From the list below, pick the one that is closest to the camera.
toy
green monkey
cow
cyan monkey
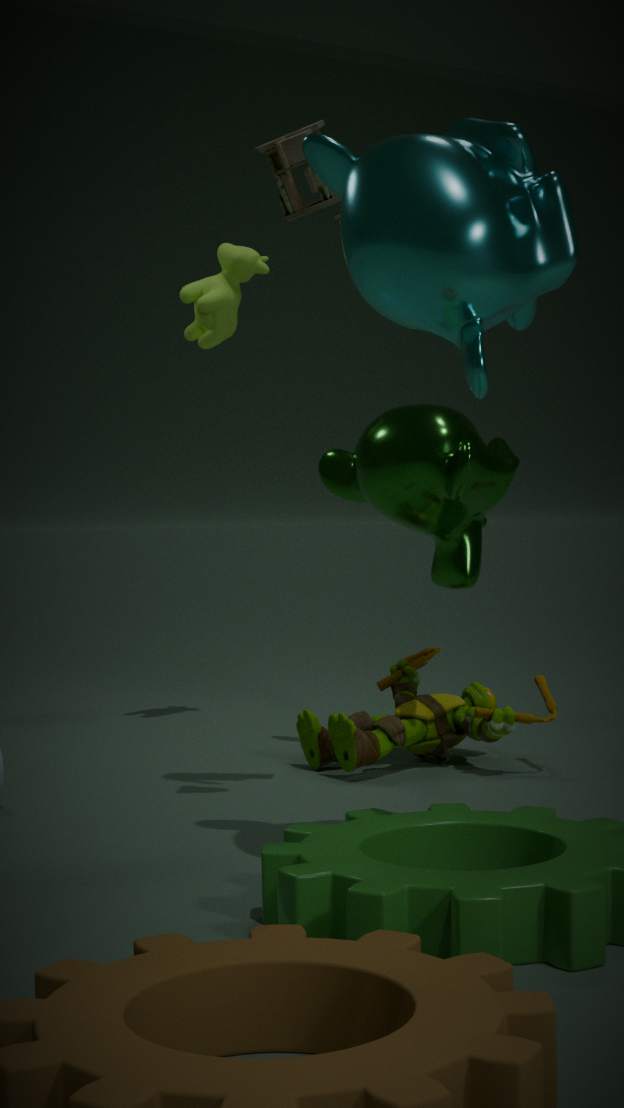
cyan monkey
